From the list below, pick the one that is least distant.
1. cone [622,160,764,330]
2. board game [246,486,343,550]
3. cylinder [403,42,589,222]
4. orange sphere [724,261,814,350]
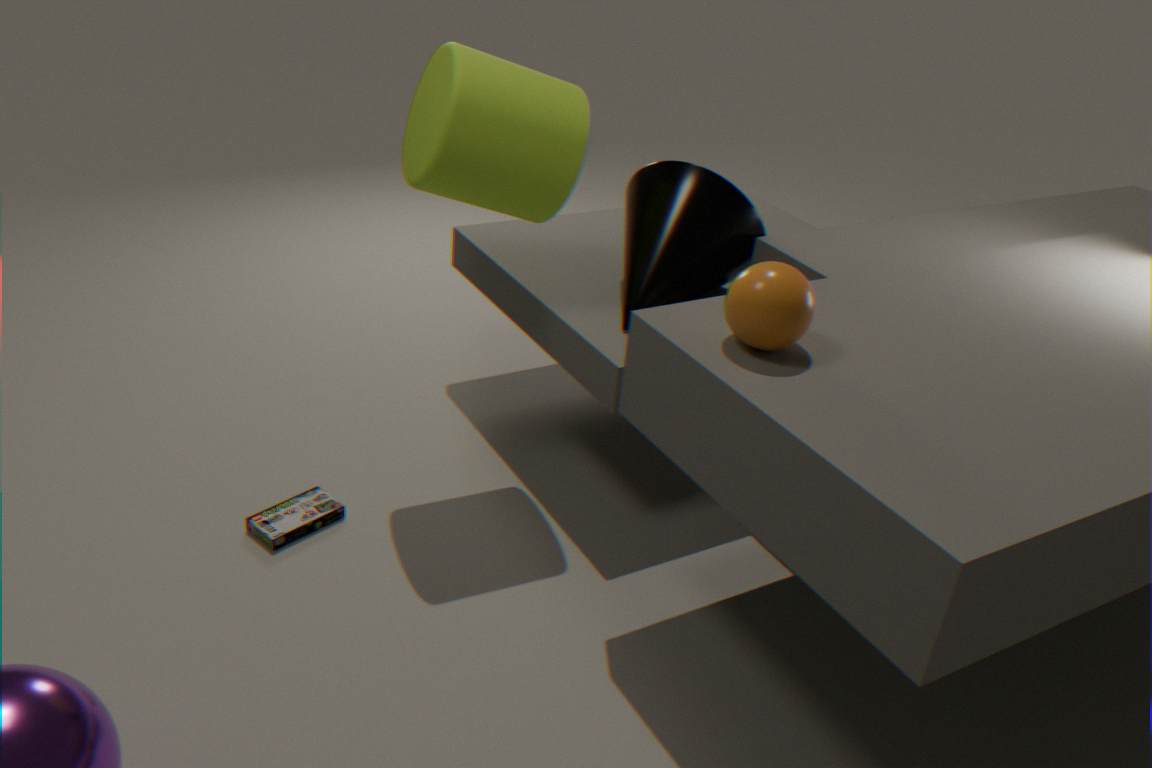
orange sphere [724,261,814,350]
